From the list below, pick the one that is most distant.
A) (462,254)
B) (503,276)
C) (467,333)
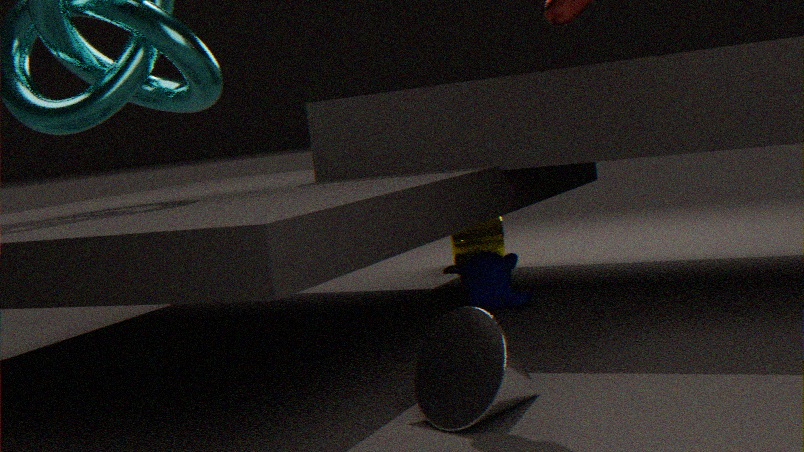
(462,254)
